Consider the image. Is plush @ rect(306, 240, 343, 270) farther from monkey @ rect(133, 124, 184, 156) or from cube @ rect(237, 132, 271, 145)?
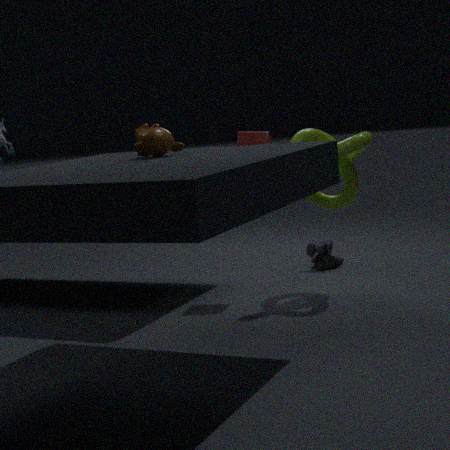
monkey @ rect(133, 124, 184, 156)
